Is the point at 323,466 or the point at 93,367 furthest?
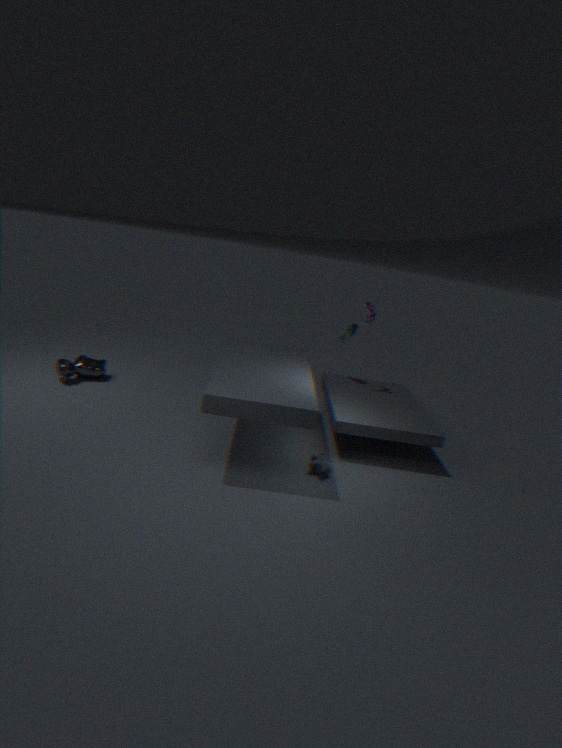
the point at 93,367
